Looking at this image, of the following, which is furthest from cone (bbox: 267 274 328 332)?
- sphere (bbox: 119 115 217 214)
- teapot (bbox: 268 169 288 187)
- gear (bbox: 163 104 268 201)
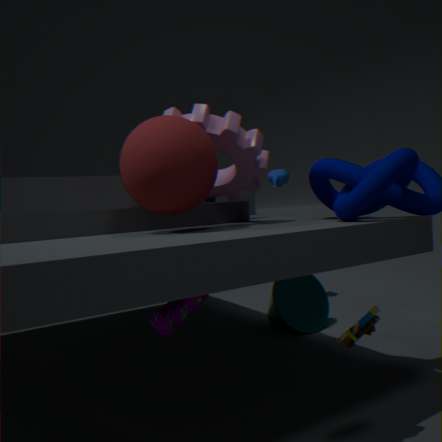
sphere (bbox: 119 115 217 214)
